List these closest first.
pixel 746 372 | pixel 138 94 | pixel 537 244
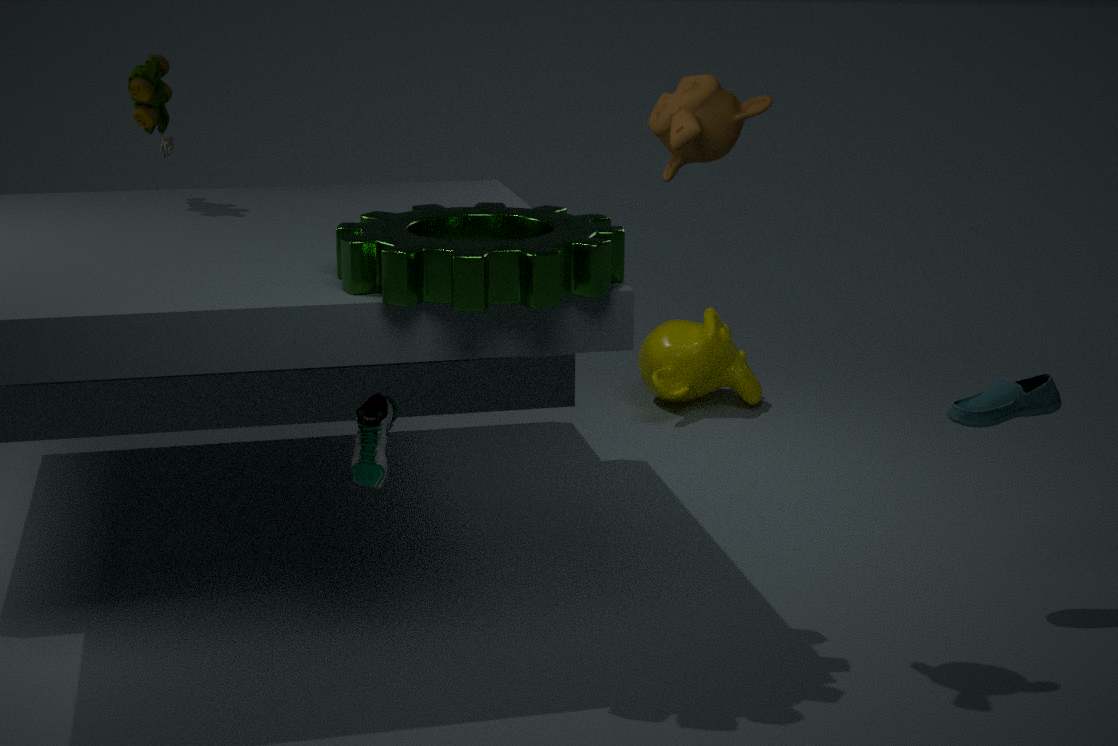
1. pixel 537 244
2. pixel 138 94
3. pixel 746 372
